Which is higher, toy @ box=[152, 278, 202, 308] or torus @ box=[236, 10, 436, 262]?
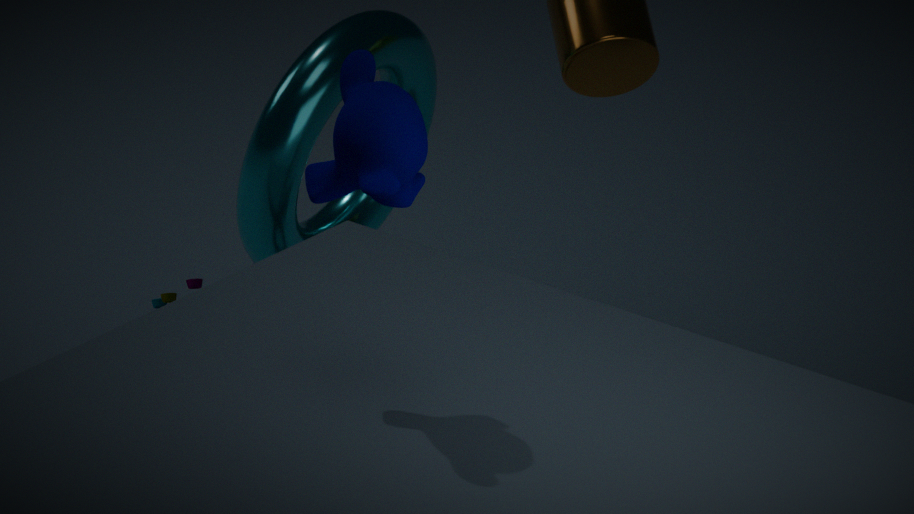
torus @ box=[236, 10, 436, 262]
